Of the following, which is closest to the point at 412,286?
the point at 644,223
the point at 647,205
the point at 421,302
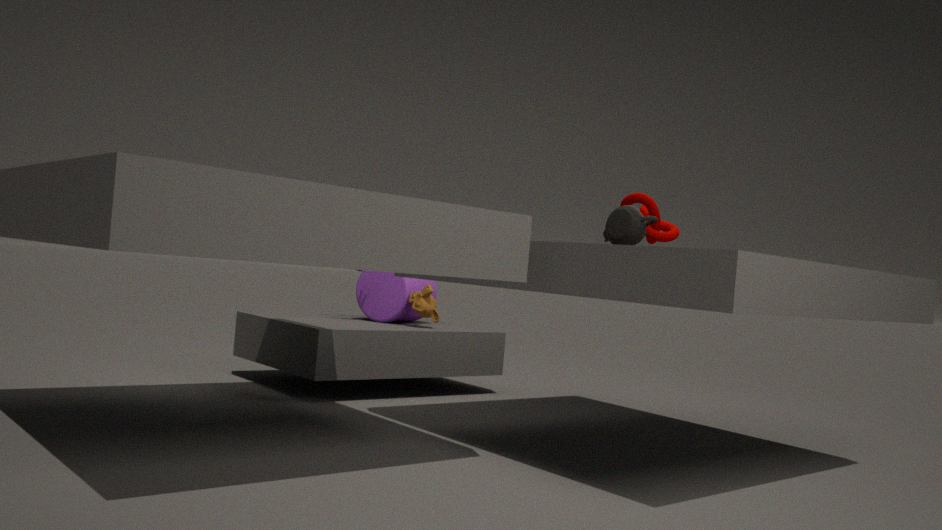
the point at 421,302
